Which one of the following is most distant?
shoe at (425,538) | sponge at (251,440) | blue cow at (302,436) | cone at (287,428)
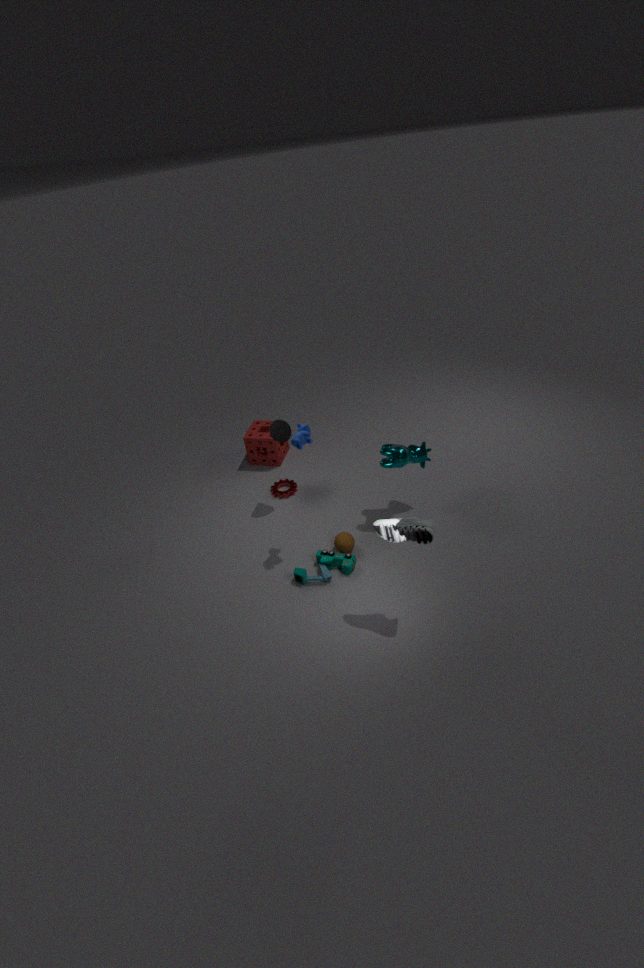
sponge at (251,440)
